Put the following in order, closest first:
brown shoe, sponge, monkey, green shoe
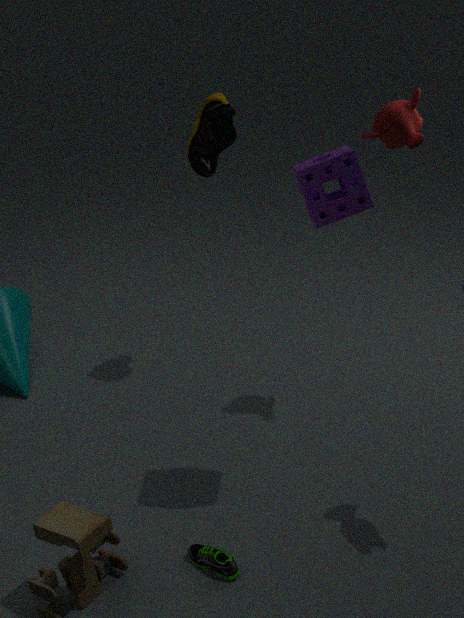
sponge → green shoe → monkey → brown shoe
